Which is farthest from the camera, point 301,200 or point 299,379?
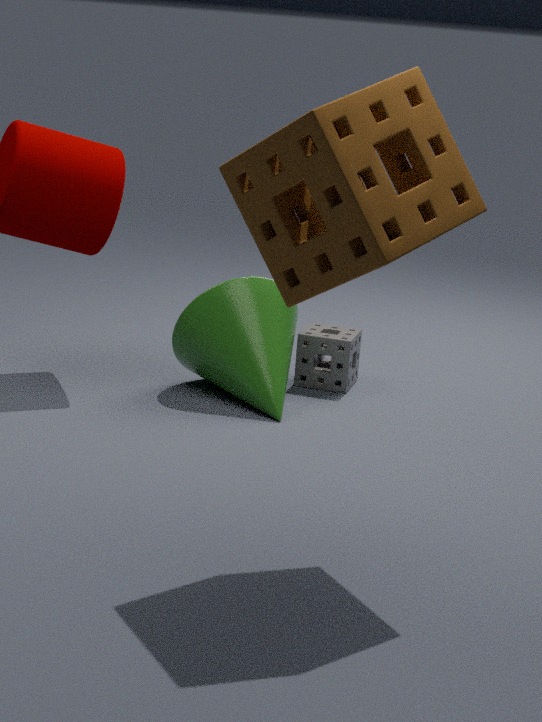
point 299,379
